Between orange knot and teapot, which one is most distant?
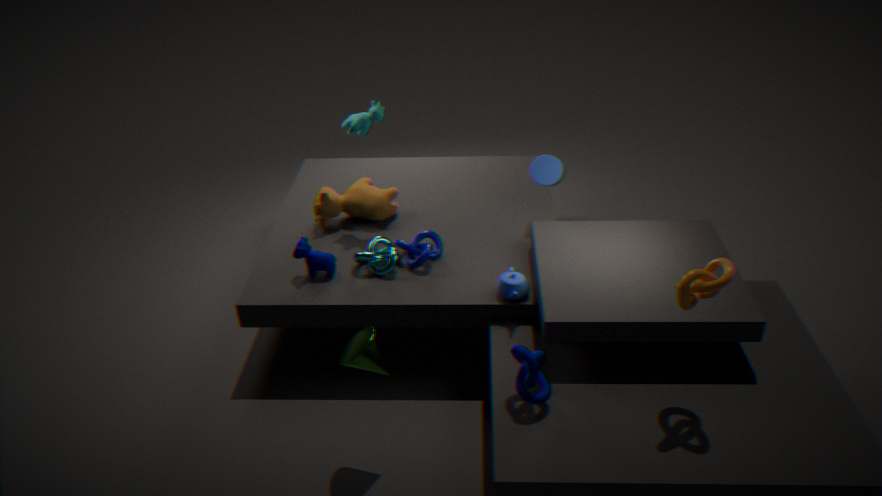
teapot
